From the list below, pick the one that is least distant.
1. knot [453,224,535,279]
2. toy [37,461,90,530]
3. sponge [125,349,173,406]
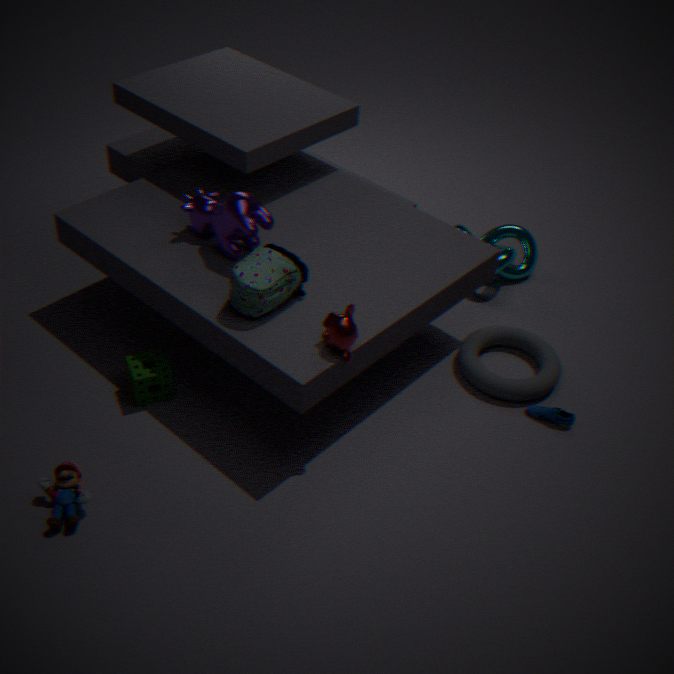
toy [37,461,90,530]
